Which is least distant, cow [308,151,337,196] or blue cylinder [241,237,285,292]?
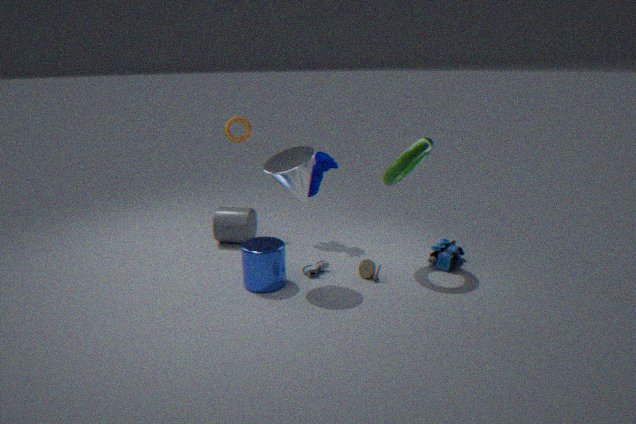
blue cylinder [241,237,285,292]
